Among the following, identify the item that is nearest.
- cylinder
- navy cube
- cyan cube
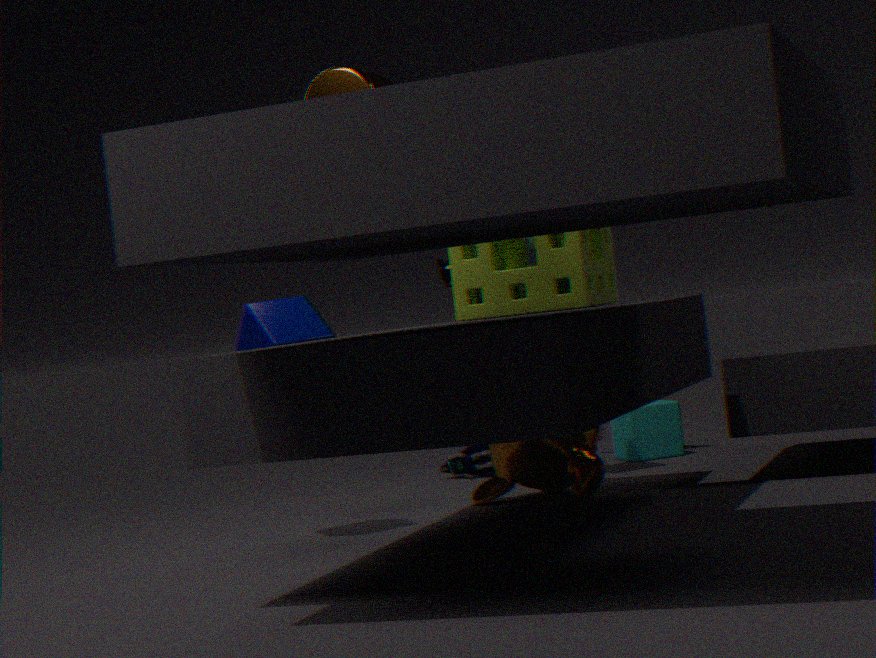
cylinder
